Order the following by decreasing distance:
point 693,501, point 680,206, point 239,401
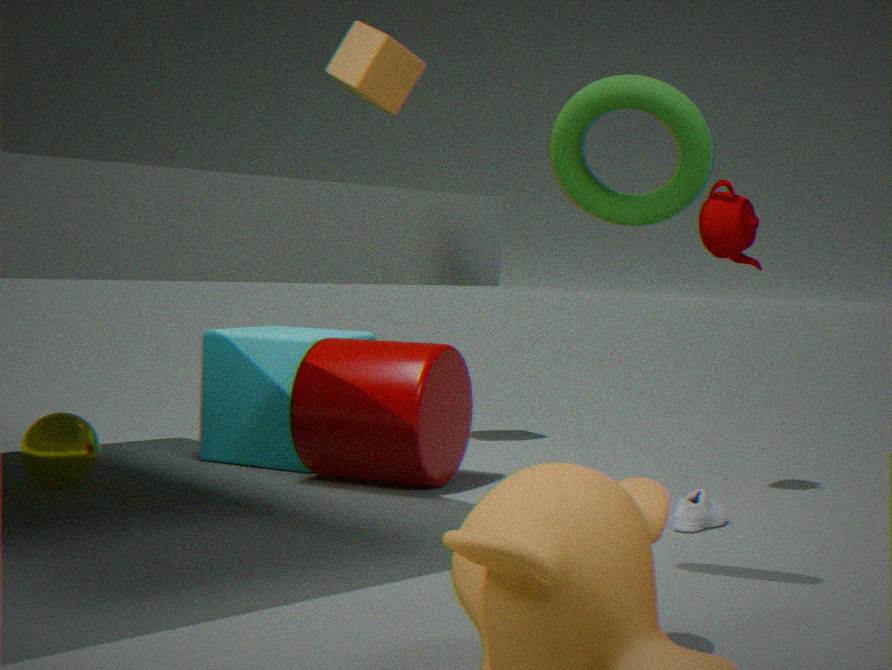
1. point 239,401
2. point 693,501
3. point 680,206
